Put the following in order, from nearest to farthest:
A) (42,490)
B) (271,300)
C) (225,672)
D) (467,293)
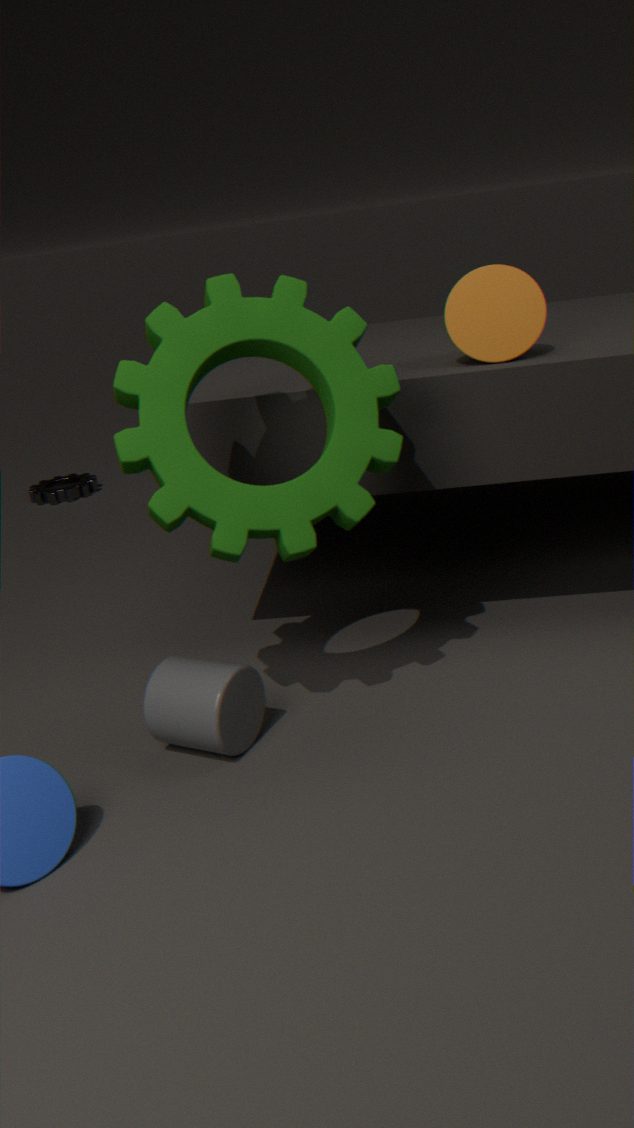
(271,300) → (225,672) → (467,293) → (42,490)
